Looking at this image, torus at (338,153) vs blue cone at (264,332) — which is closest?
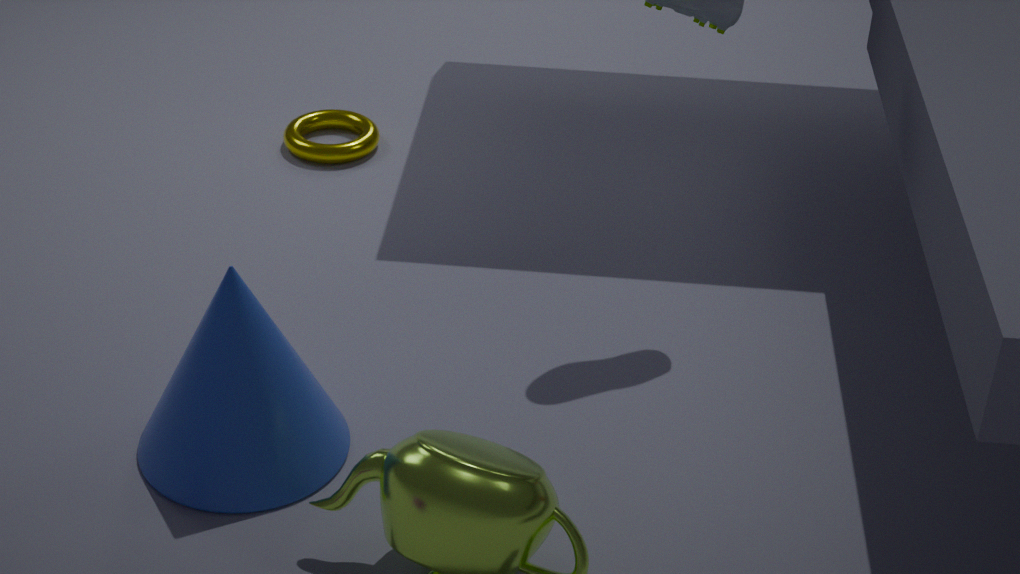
blue cone at (264,332)
